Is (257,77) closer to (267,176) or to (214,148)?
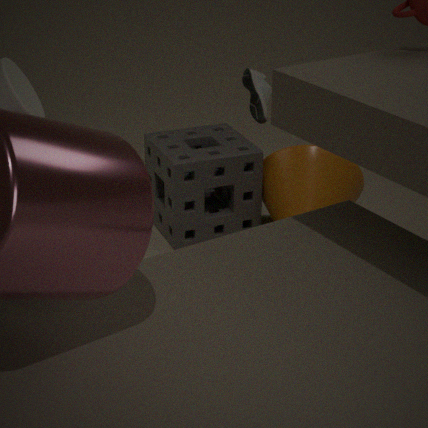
(214,148)
